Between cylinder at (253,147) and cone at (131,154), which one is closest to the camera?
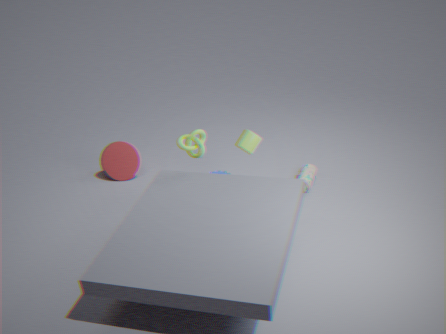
cylinder at (253,147)
